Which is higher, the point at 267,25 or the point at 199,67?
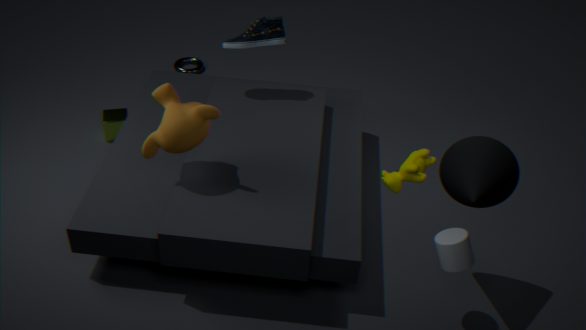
the point at 267,25
